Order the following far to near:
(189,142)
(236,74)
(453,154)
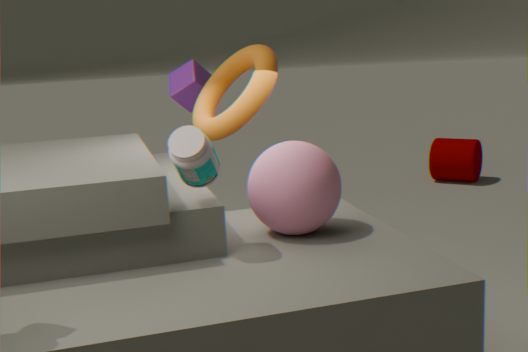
(453,154) → (236,74) → (189,142)
